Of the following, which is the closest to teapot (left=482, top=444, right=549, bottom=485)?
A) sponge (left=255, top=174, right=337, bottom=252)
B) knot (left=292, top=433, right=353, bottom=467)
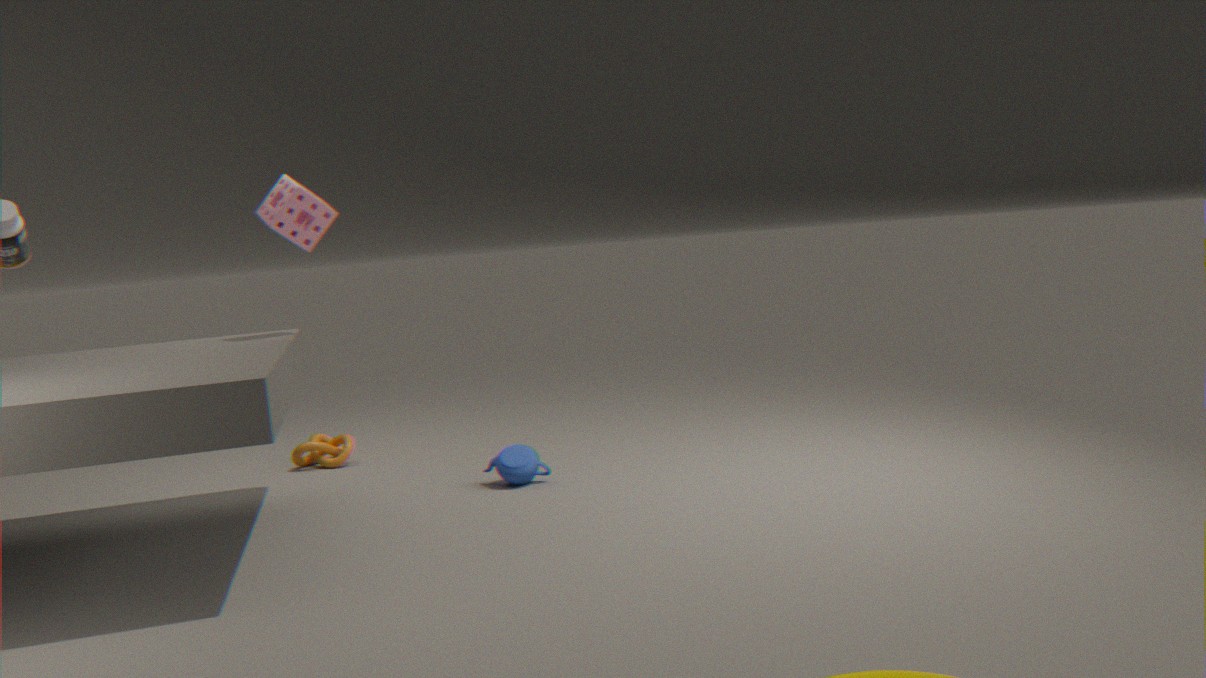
knot (left=292, top=433, right=353, bottom=467)
